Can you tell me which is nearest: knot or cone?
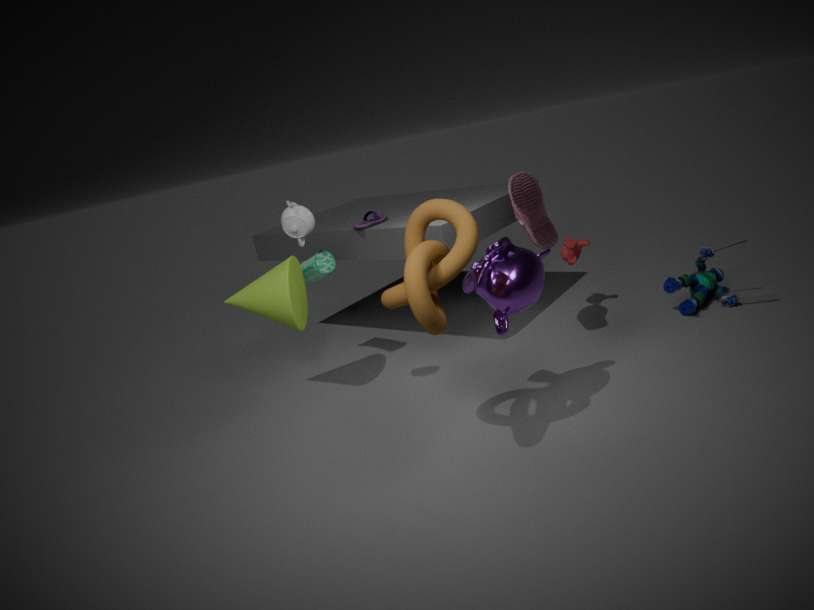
knot
